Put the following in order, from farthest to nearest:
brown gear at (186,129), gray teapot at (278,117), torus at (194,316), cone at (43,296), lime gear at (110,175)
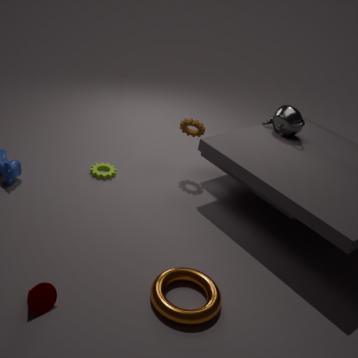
1. lime gear at (110,175)
2. brown gear at (186,129)
3. gray teapot at (278,117)
4. torus at (194,316)
5. cone at (43,296)
